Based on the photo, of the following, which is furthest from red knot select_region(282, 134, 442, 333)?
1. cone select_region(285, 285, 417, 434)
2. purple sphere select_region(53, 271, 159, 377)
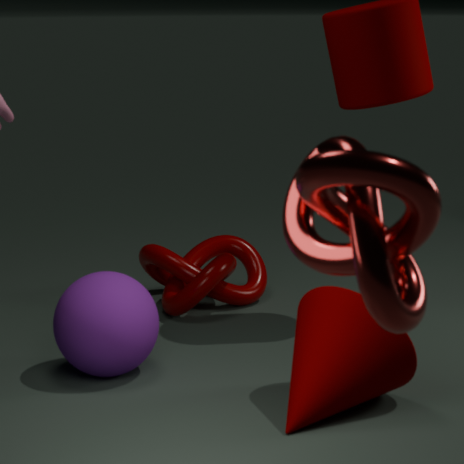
purple sphere select_region(53, 271, 159, 377)
